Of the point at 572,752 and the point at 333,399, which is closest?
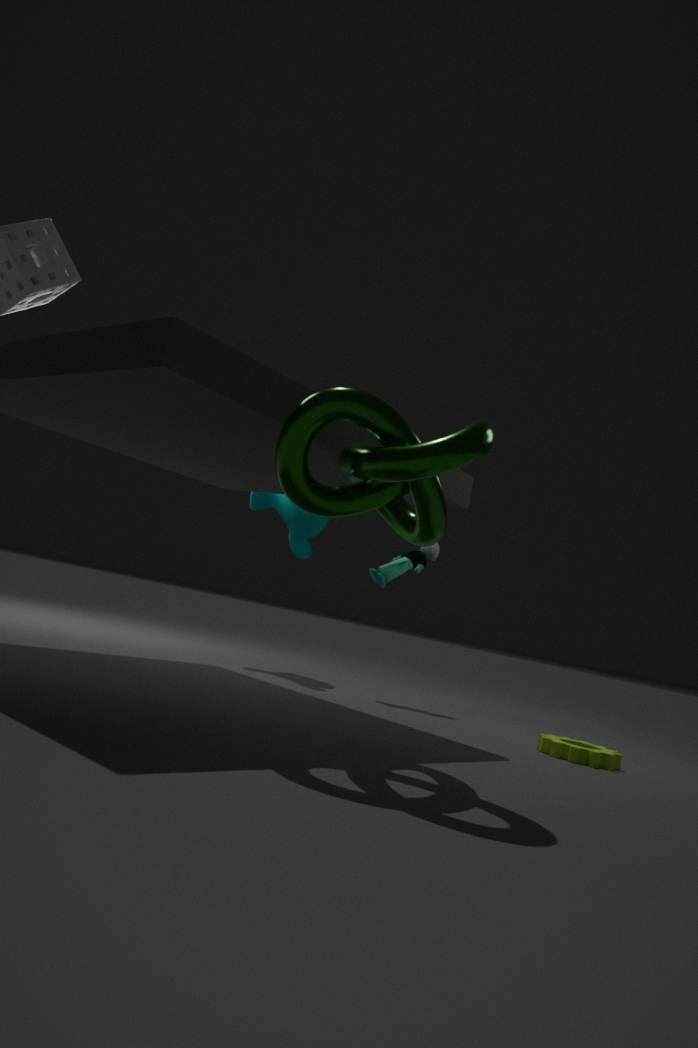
the point at 333,399
